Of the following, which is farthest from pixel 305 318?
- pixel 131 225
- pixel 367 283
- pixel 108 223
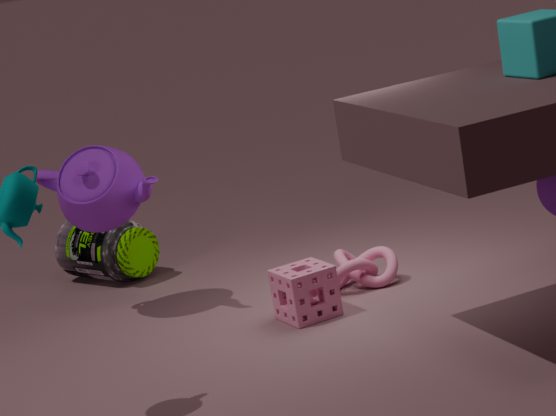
pixel 131 225
